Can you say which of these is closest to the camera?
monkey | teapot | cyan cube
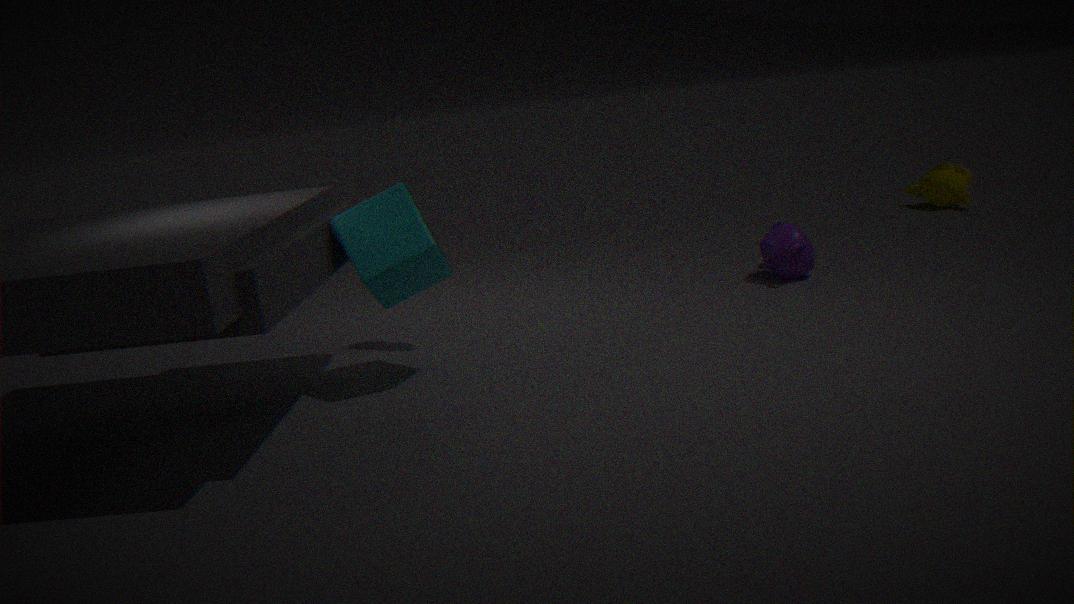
cyan cube
